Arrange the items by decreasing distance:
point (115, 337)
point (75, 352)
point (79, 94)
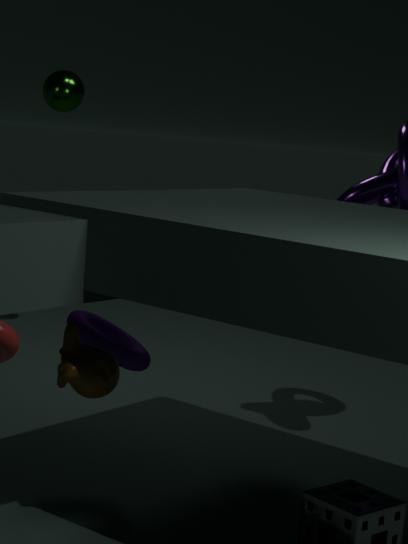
point (79, 94) < point (115, 337) < point (75, 352)
